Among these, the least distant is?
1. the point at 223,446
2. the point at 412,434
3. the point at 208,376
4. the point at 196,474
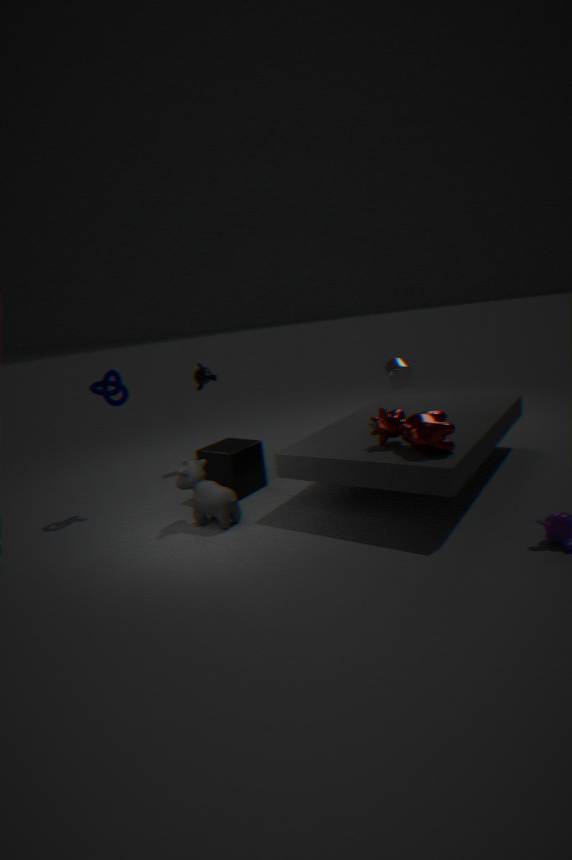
the point at 412,434
